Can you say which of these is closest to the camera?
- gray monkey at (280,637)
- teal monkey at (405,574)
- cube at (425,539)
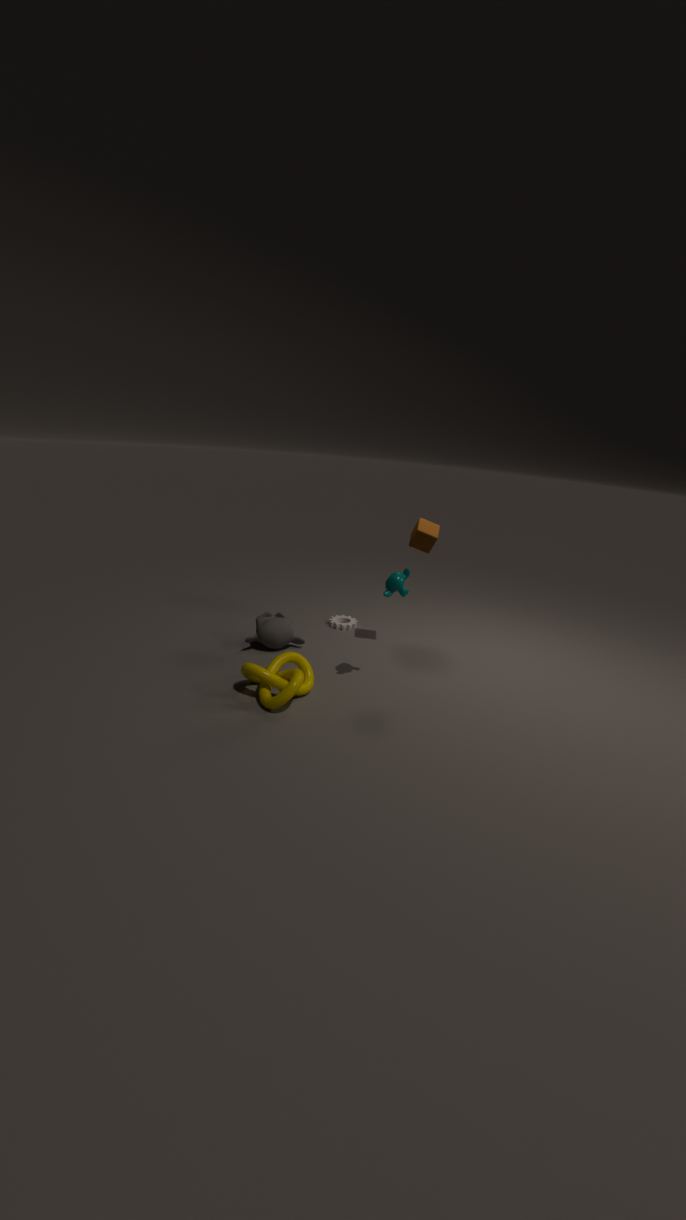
teal monkey at (405,574)
